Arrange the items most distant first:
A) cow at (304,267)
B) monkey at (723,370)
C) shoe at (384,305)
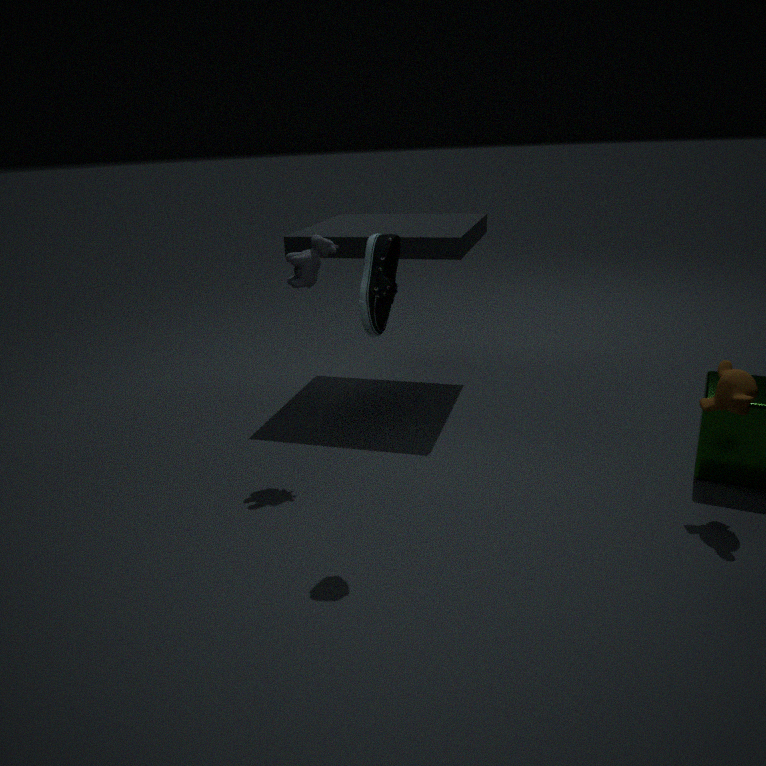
cow at (304,267) < monkey at (723,370) < shoe at (384,305)
